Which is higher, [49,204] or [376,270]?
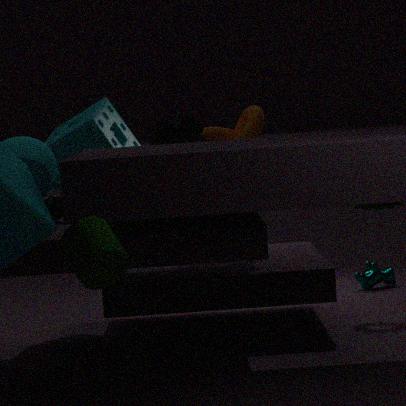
[49,204]
